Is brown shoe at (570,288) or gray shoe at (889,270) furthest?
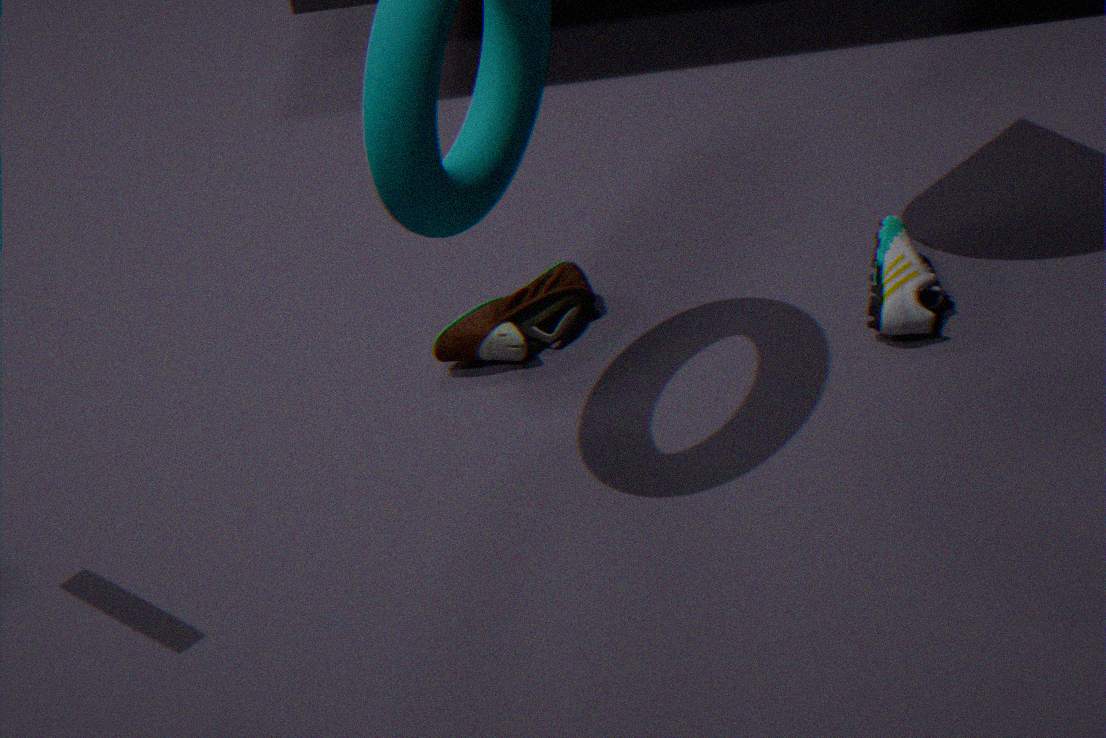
brown shoe at (570,288)
